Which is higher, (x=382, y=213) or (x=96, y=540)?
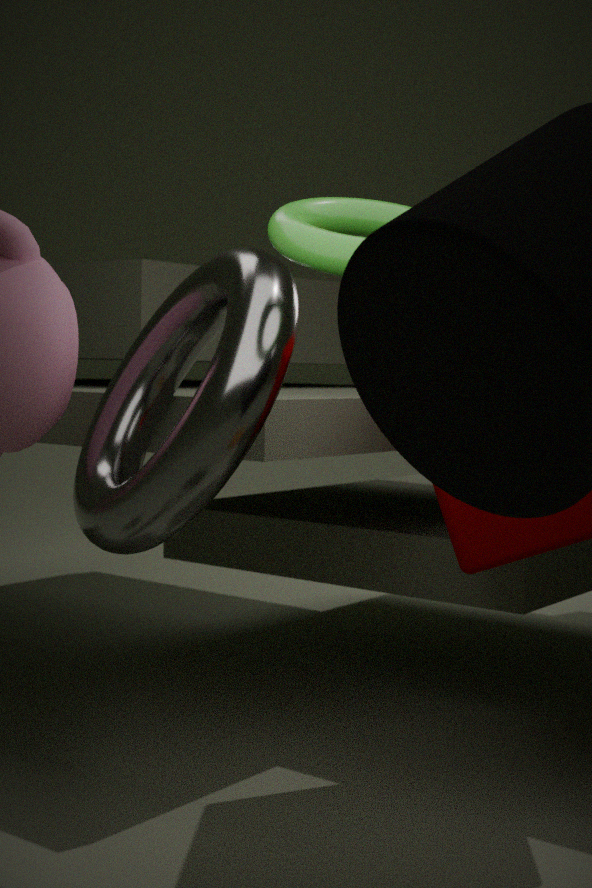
(x=382, y=213)
